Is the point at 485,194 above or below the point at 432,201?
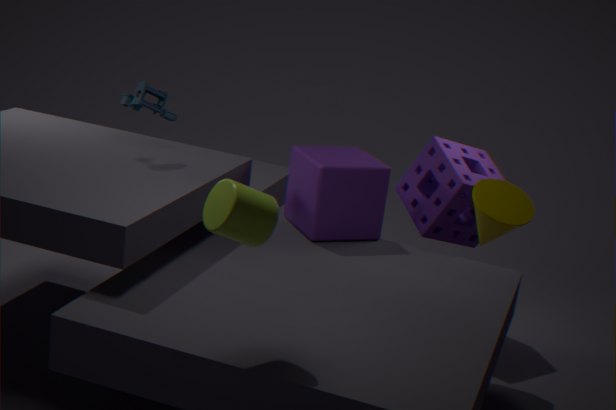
above
